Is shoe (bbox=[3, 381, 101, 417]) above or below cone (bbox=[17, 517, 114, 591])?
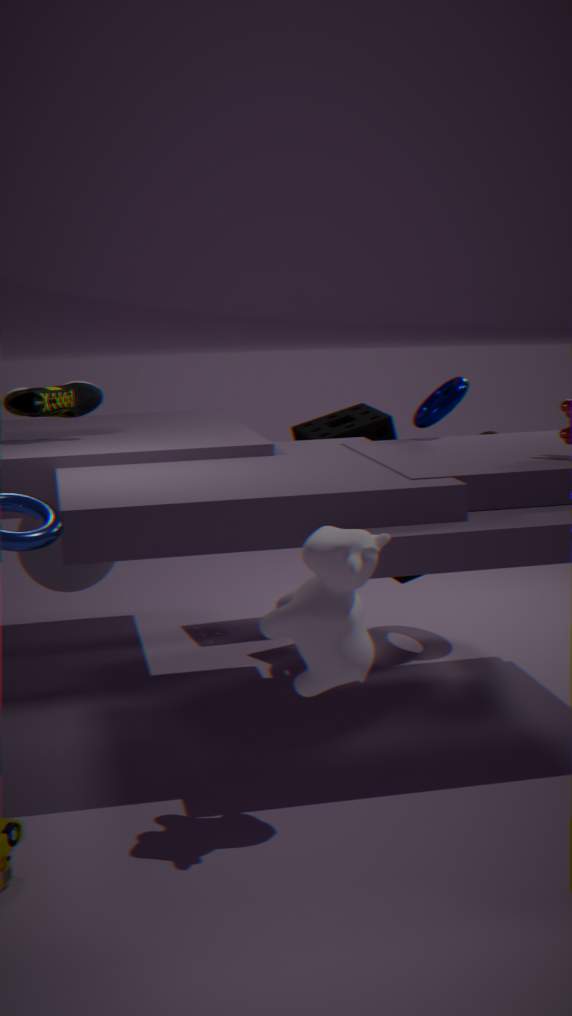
above
